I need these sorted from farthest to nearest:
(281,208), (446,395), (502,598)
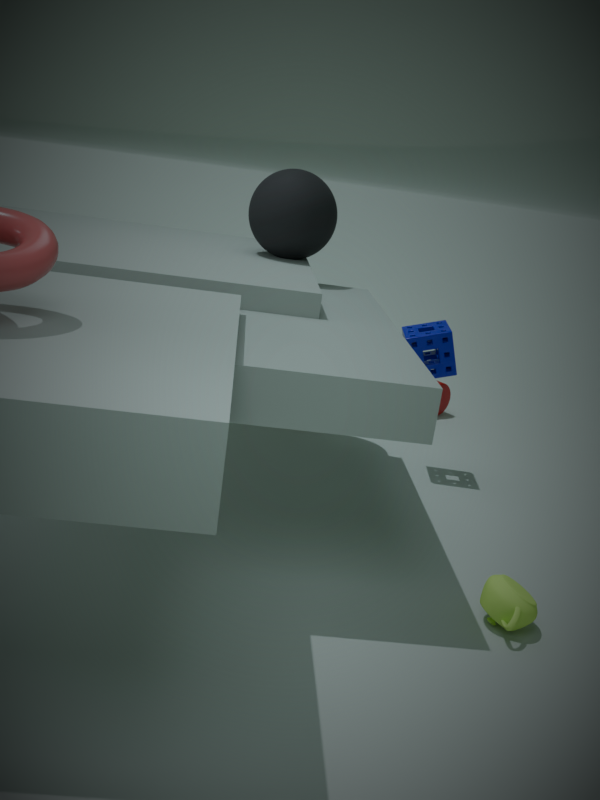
(446,395)
(281,208)
(502,598)
